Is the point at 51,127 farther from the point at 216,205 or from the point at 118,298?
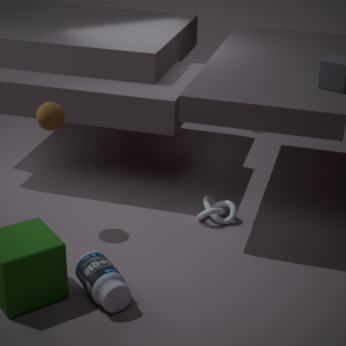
the point at 216,205
